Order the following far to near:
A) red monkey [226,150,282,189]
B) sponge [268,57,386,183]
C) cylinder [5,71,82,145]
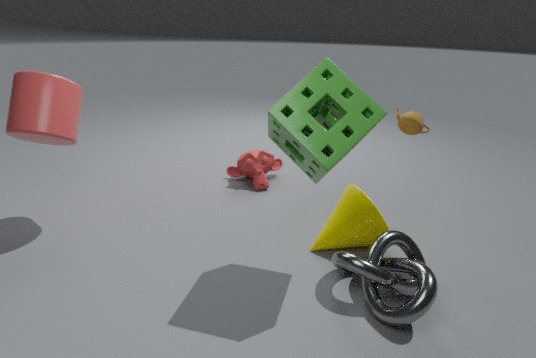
red monkey [226,150,282,189] → cylinder [5,71,82,145] → sponge [268,57,386,183]
